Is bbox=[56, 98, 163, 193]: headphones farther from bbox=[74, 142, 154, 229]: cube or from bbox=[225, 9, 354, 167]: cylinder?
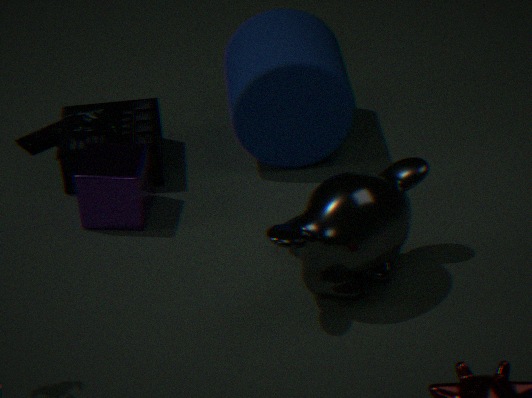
bbox=[225, 9, 354, 167]: cylinder
